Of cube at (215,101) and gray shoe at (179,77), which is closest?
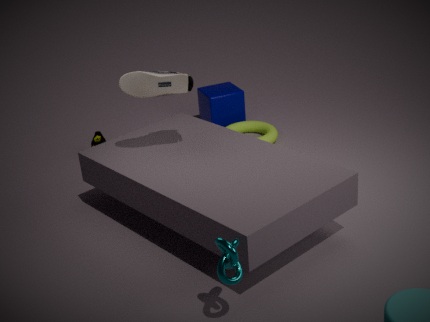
gray shoe at (179,77)
